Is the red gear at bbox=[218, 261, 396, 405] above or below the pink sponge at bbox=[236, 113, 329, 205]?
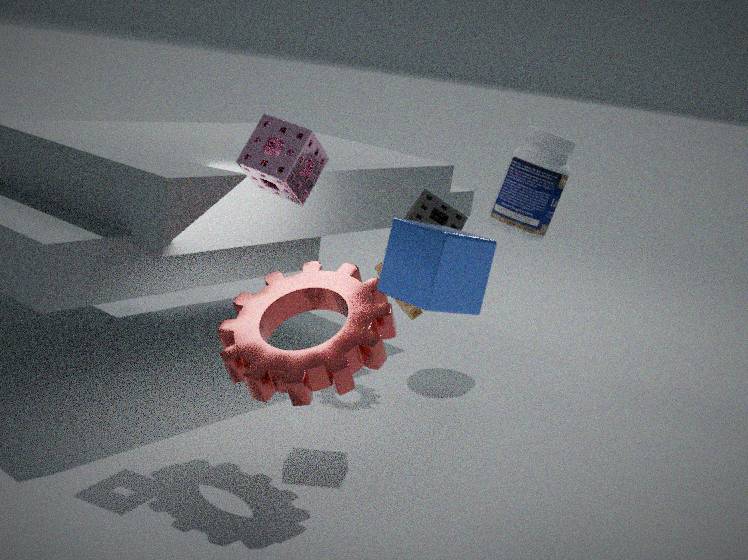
below
